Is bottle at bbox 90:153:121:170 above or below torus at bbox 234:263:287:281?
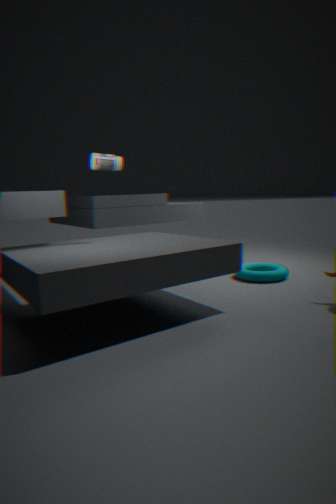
above
